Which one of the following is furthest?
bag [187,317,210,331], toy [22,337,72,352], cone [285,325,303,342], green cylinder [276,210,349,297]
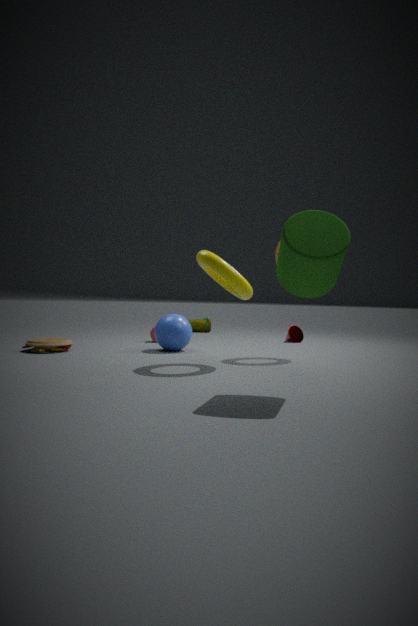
bag [187,317,210,331]
